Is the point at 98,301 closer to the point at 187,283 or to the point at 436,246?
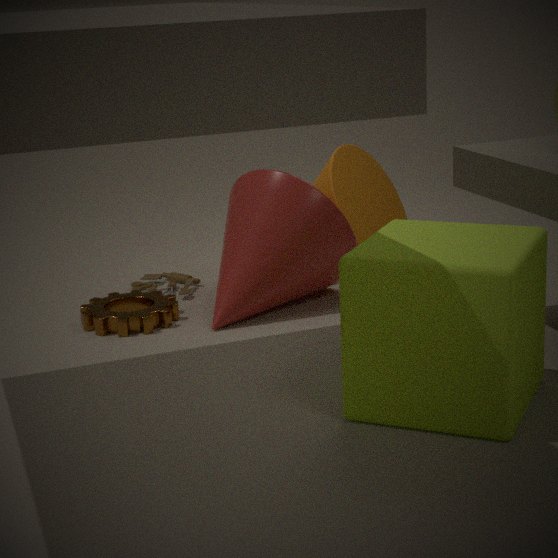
the point at 187,283
